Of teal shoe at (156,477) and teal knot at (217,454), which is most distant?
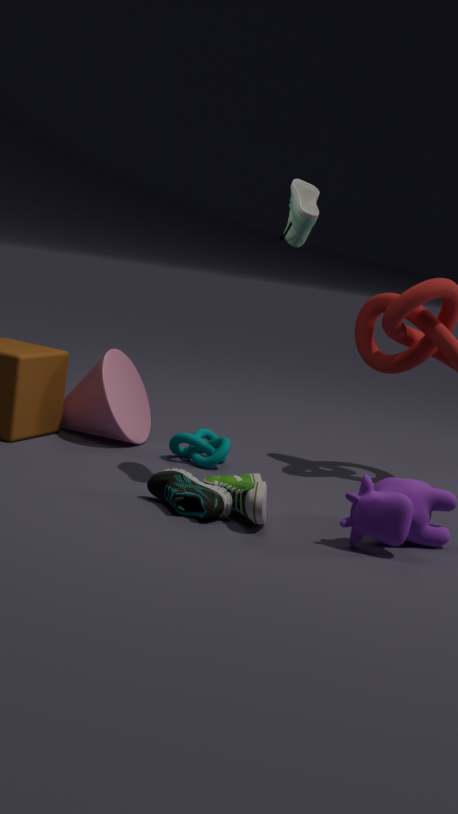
teal knot at (217,454)
